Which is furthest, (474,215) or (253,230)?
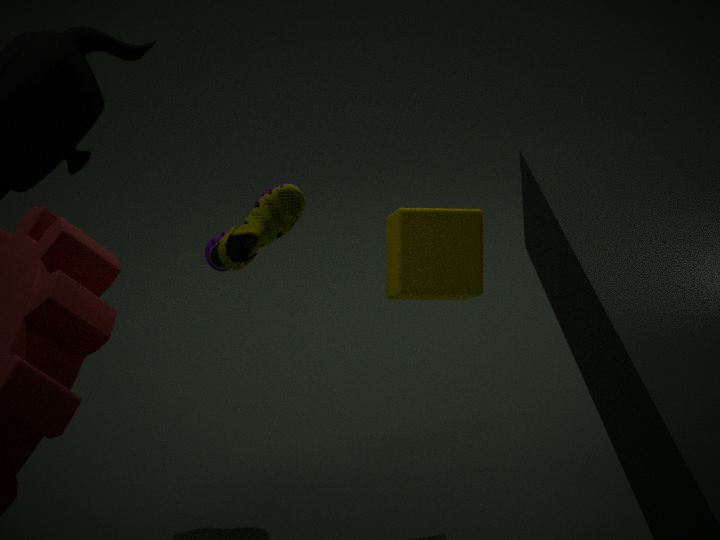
(253,230)
